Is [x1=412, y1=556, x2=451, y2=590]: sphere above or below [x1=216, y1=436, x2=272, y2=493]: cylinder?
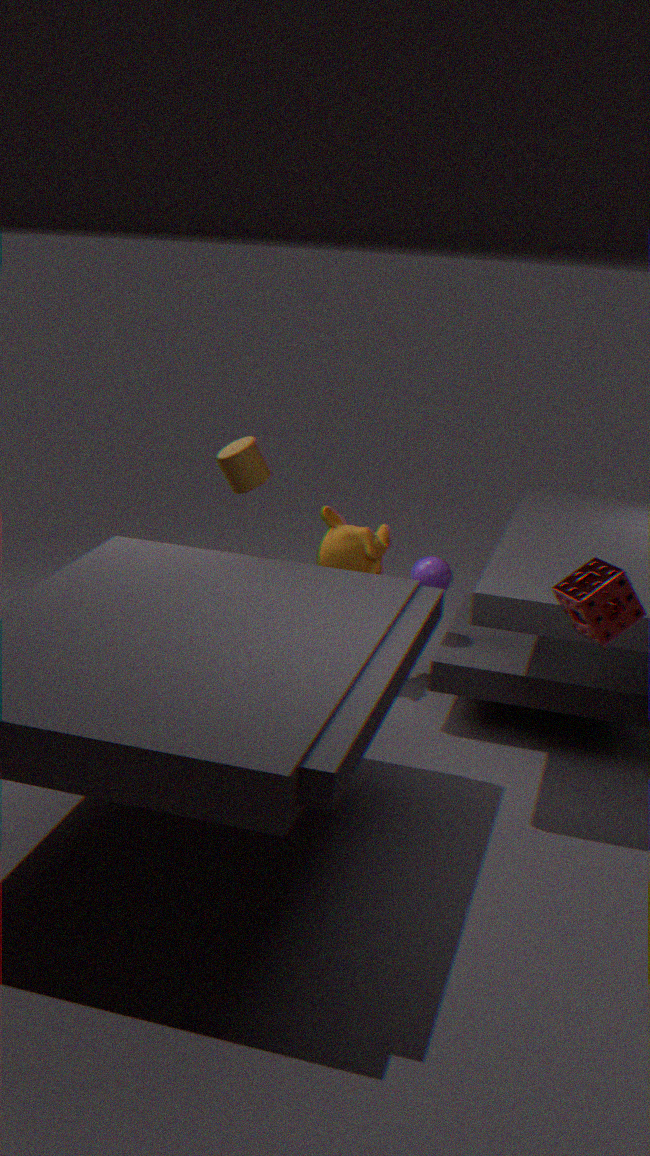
below
